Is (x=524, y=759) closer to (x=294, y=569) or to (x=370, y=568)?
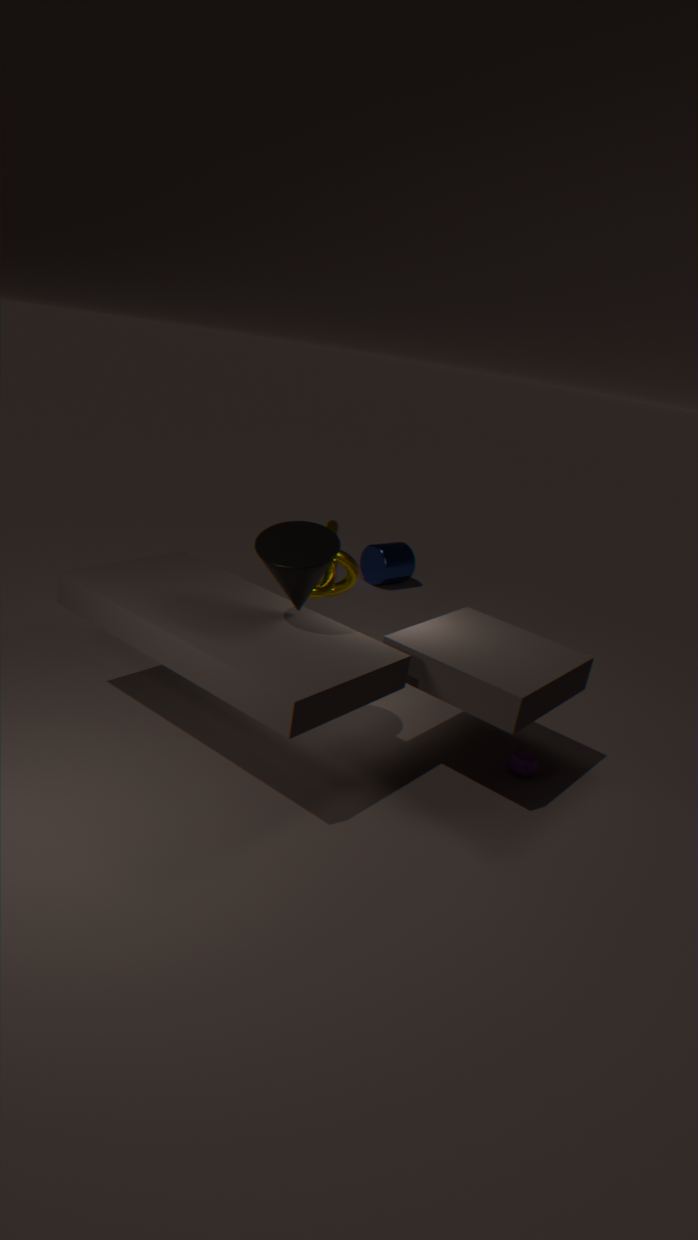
(x=294, y=569)
